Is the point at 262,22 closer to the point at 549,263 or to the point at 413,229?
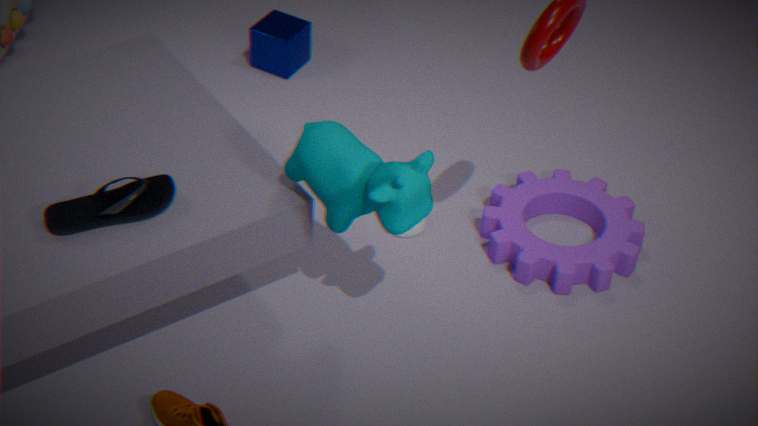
the point at 413,229
